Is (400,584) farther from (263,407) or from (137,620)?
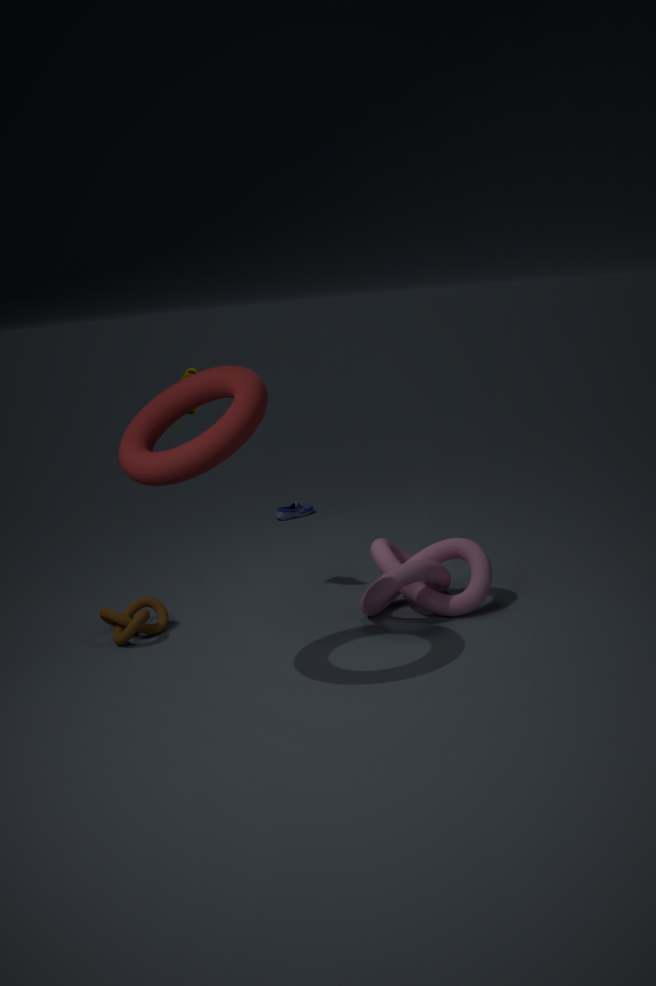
(263,407)
